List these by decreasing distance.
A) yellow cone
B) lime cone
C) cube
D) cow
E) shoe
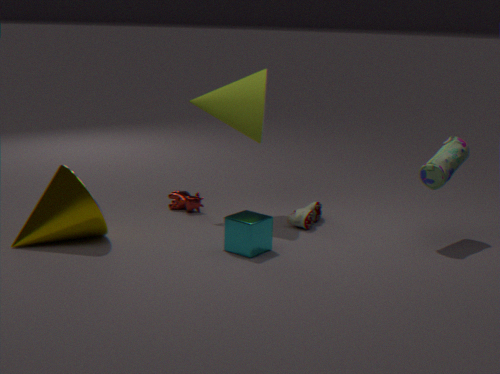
cow < shoe < lime cone < yellow cone < cube
